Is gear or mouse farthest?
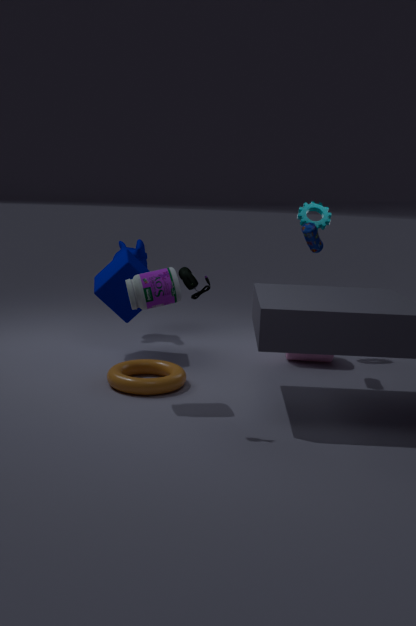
gear
